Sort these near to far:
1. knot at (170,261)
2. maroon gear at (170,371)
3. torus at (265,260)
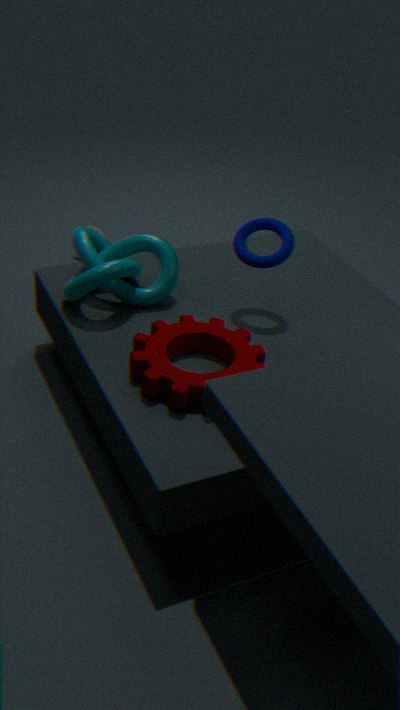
maroon gear at (170,371), knot at (170,261), torus at (265,260)
